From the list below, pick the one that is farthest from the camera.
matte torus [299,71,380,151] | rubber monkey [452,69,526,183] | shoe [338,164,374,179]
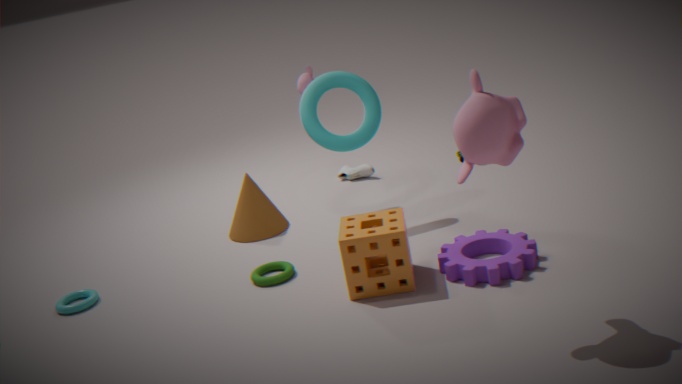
shoe [338,164,374,179]
